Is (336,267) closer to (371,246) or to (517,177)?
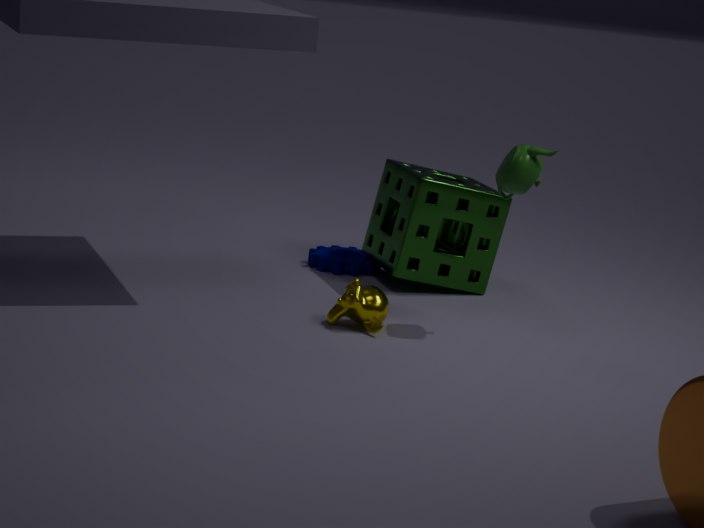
(371,246)
